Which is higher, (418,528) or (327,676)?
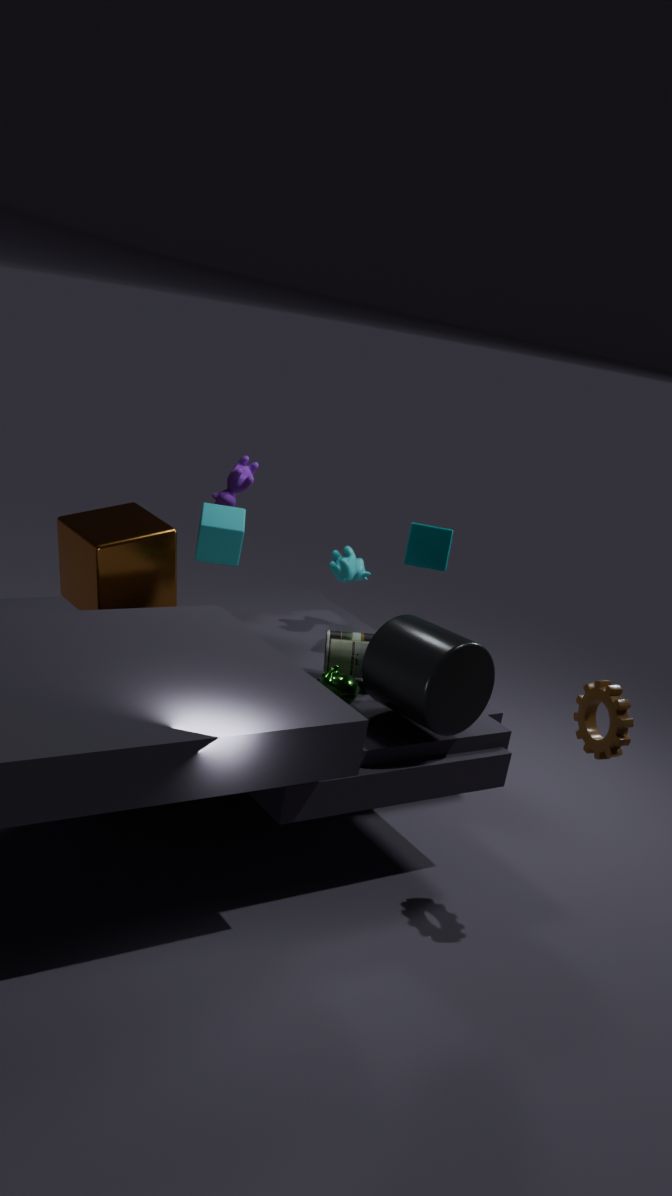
(418,528)
